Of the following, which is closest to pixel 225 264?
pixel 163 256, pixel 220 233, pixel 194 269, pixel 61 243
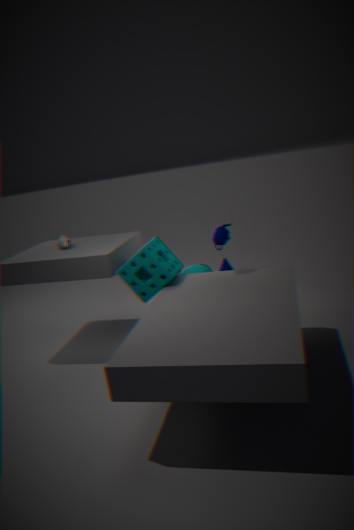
pixel 194 269
